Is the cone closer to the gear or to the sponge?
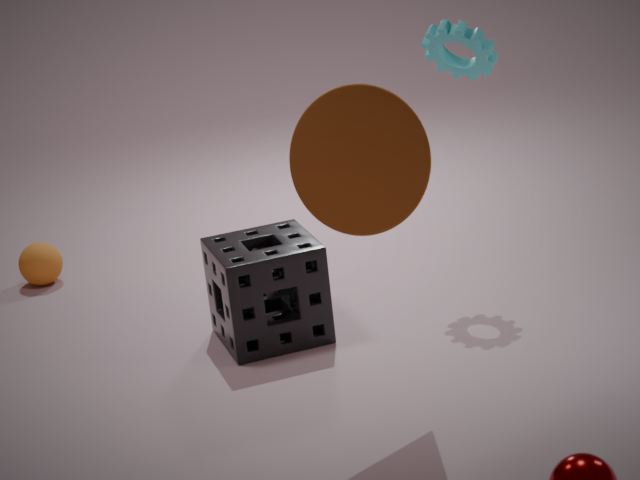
the sponge
